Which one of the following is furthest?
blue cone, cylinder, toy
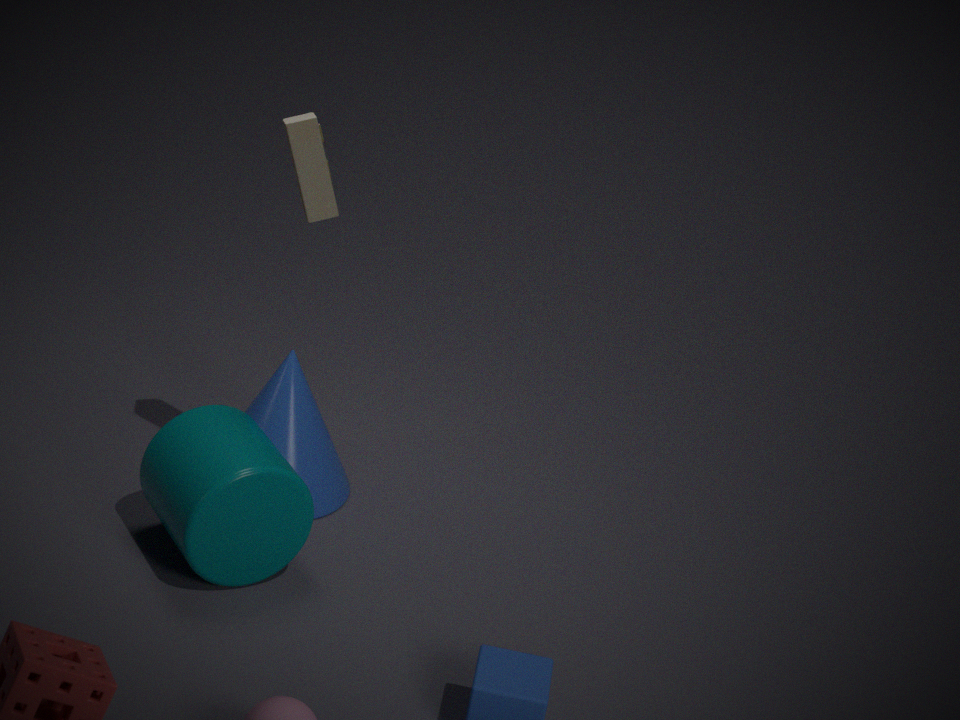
blue cone
